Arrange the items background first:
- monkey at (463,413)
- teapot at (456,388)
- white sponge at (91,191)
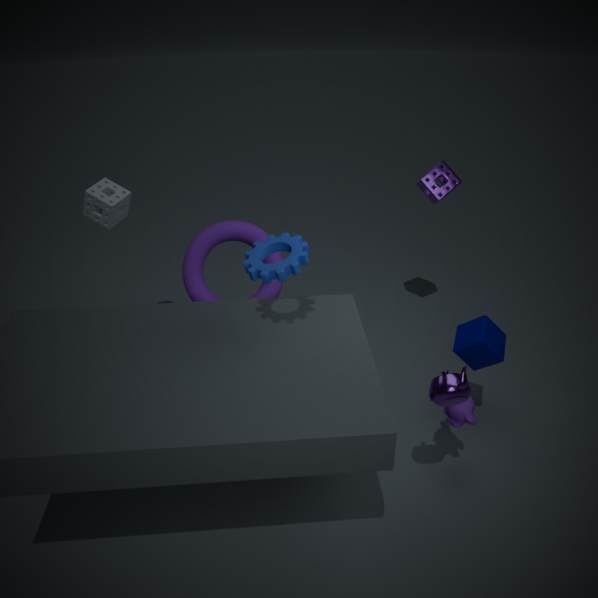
white sponge at (91,191) → monkey at (463,413) → teapot at (456,388)
